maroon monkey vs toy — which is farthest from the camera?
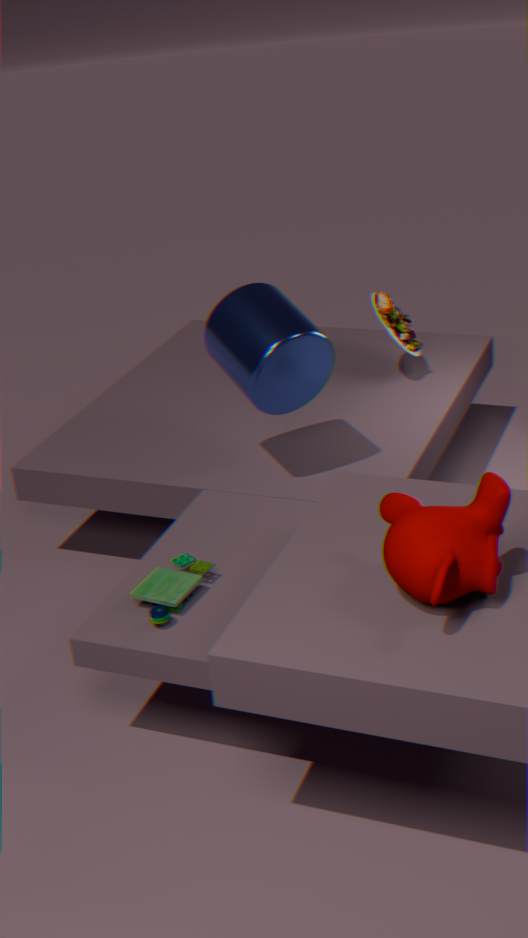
toy
